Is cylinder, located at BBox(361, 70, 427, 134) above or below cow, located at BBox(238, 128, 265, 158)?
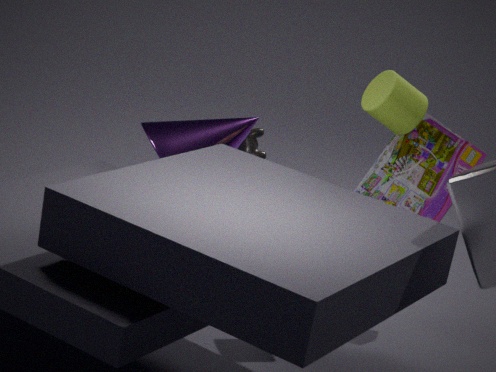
above
